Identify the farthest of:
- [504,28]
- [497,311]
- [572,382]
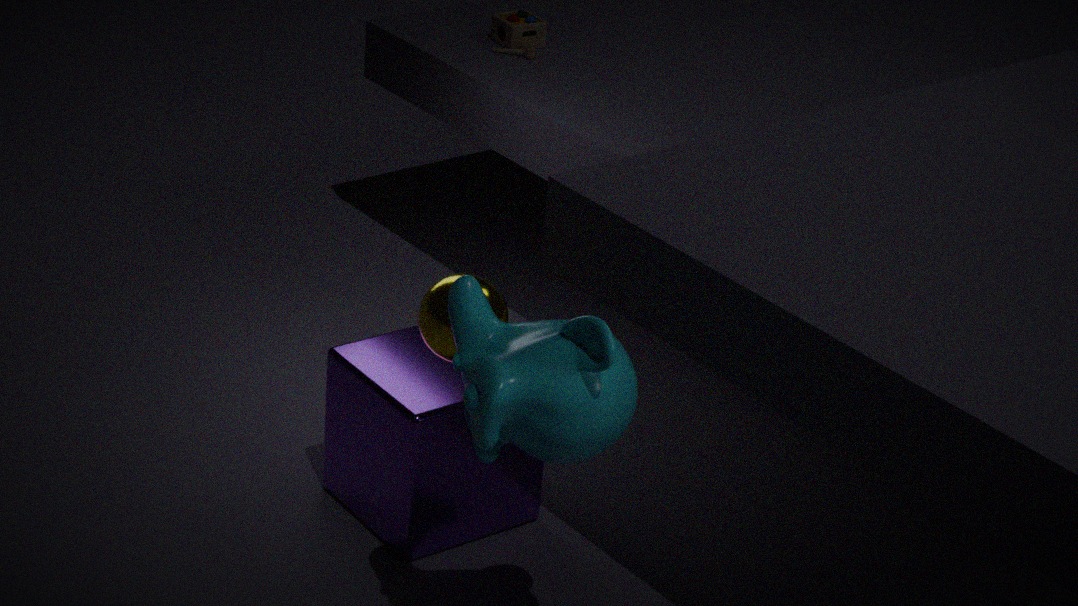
[504,28]
